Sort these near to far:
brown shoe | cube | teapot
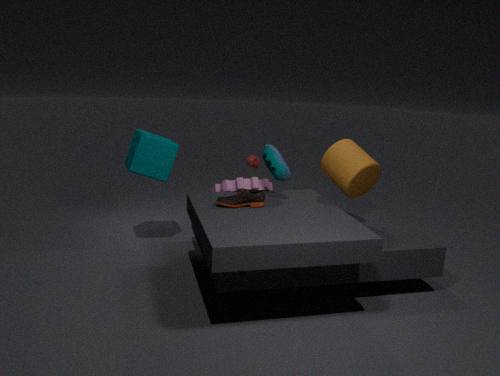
brown shoe, cube, teapot
